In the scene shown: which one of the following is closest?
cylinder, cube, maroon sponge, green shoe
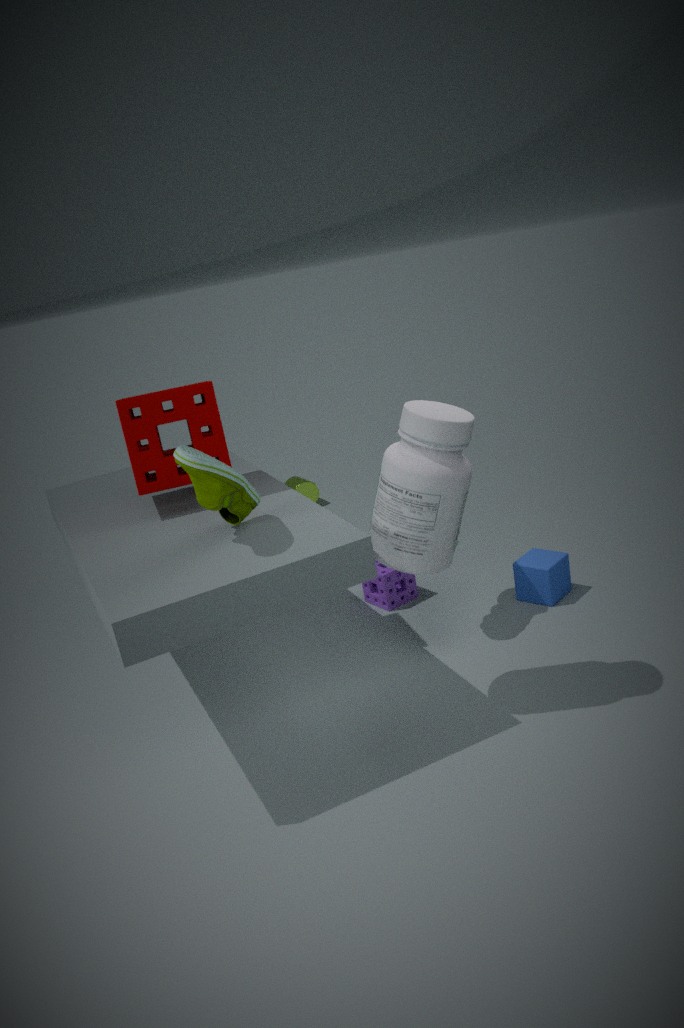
green shoe
